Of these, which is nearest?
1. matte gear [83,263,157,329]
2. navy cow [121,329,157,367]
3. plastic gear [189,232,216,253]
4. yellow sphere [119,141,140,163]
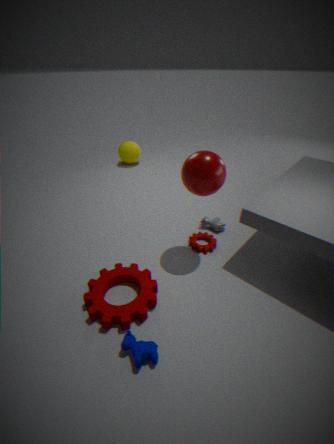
navy cow [121,329,157,367]
